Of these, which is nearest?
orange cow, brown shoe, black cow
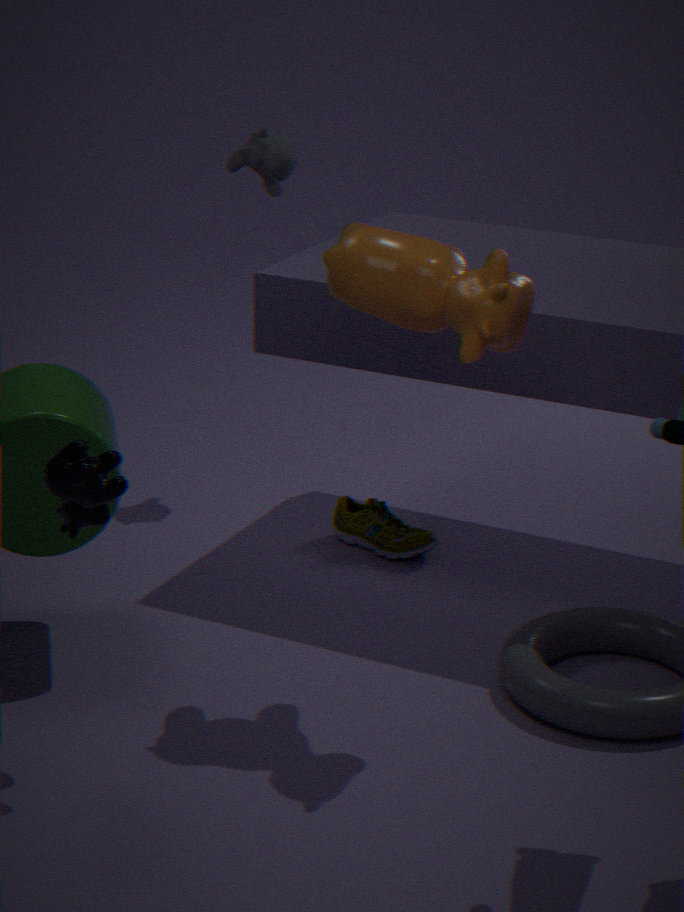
black cow
